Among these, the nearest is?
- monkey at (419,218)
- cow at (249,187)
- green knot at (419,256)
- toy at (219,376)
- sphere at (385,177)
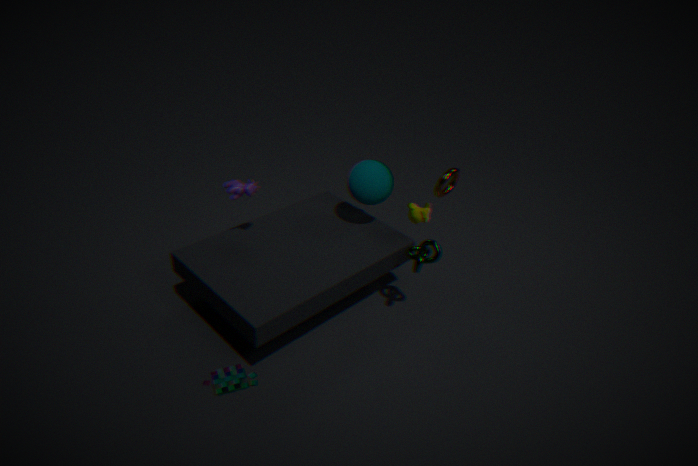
toy at (219,376)
